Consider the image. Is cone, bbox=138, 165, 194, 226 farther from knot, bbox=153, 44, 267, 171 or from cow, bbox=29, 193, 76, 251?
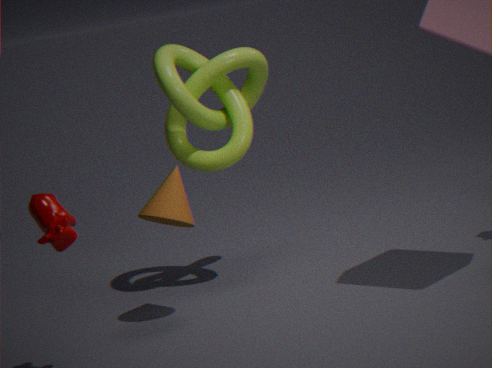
cow, bbox=29, 193, 76, 251
